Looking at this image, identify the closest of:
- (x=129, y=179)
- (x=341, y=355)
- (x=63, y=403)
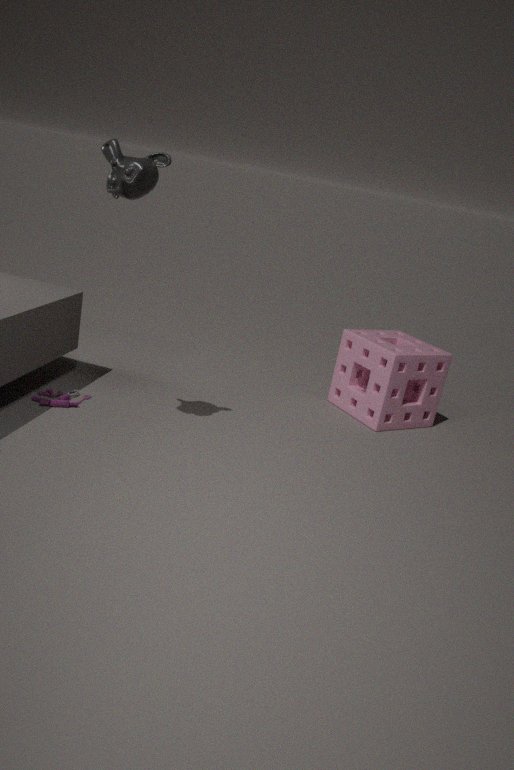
(x=129, y=179)
